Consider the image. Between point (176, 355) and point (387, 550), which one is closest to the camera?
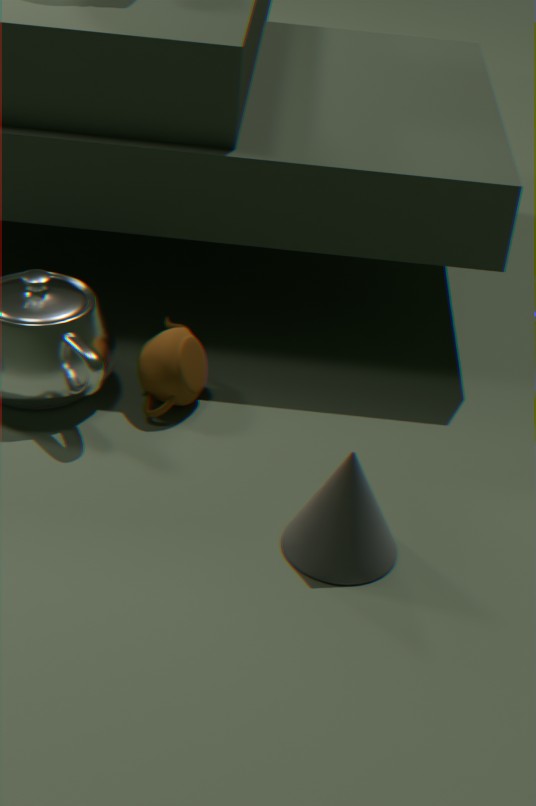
point (387, 550)
